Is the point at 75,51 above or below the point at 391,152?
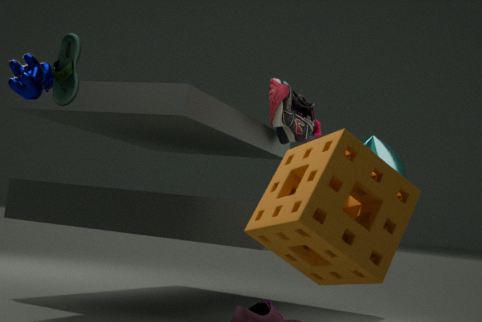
above
